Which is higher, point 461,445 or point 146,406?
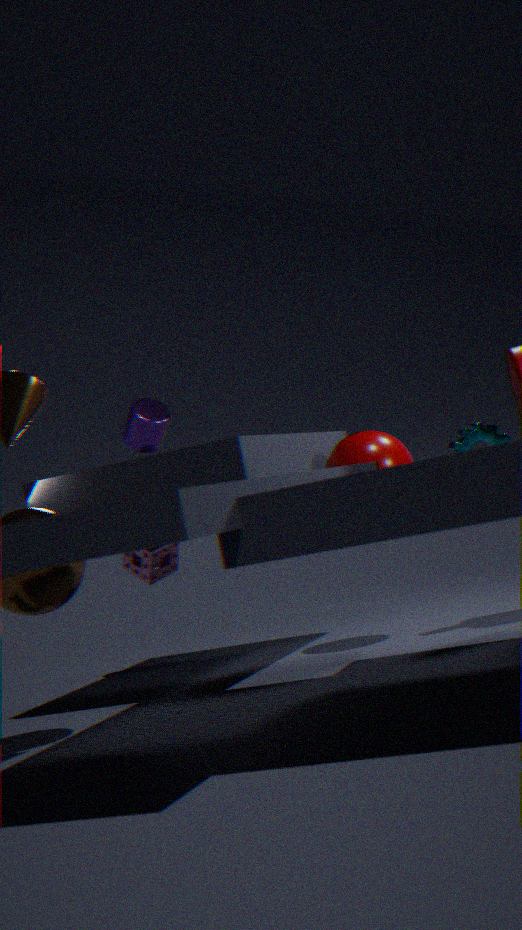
point 146,406
